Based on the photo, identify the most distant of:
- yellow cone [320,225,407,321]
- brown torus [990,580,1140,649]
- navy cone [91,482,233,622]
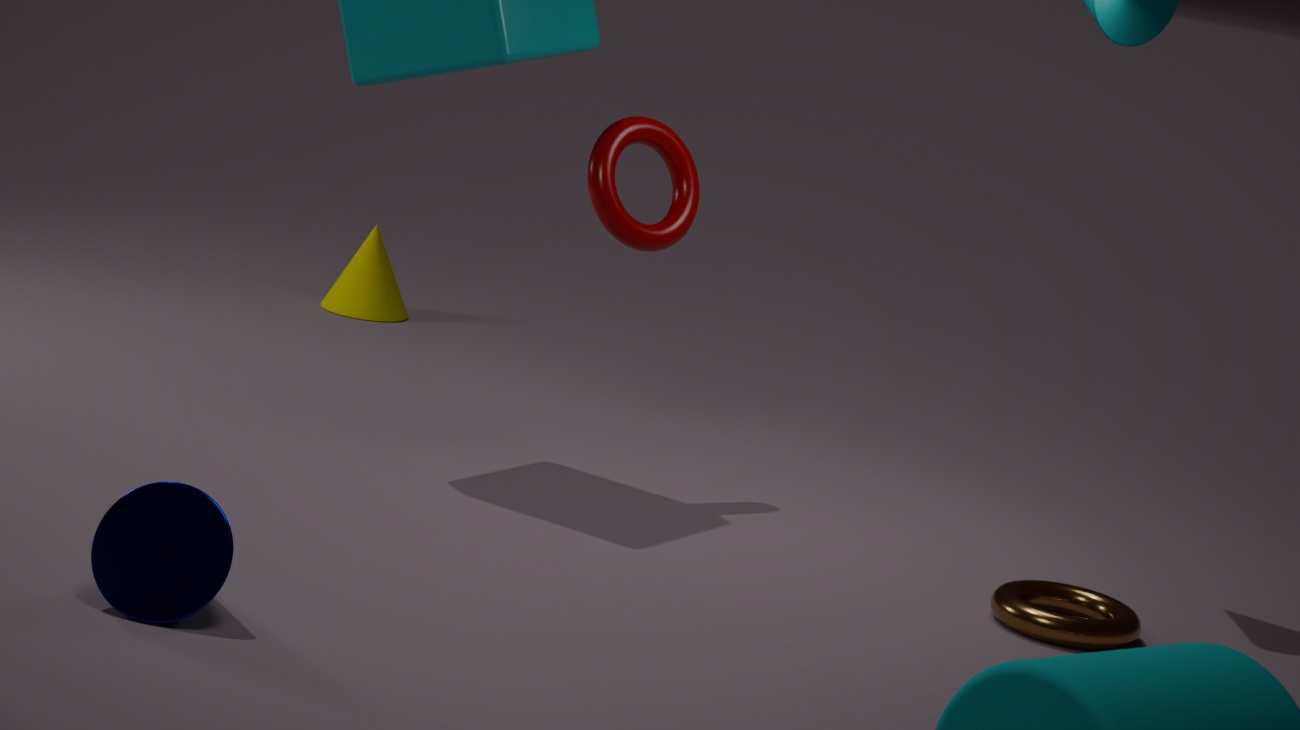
yellow cone [320,225,407,321]
